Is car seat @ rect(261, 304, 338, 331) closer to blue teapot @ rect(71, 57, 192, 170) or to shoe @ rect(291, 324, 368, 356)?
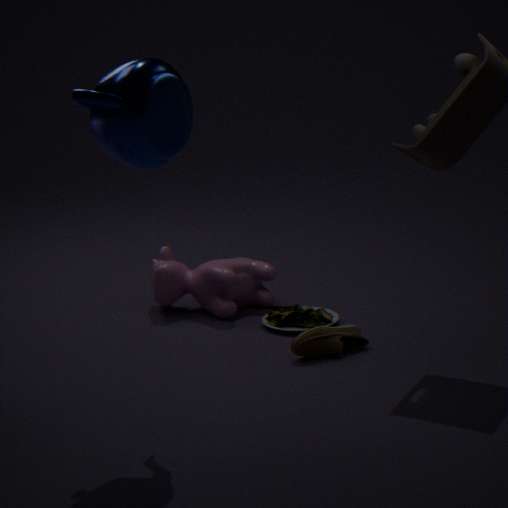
shoe @ rect(291, 324, 368, 356)
